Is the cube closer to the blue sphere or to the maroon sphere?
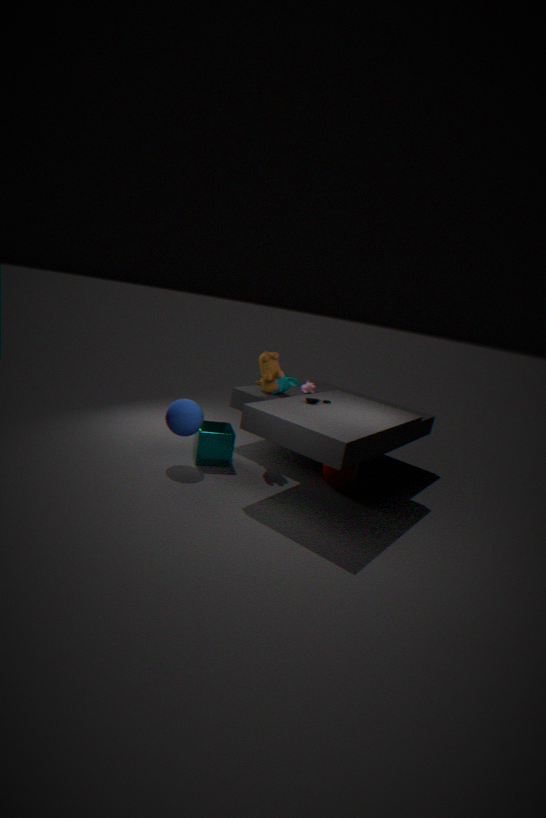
the blue sphere
